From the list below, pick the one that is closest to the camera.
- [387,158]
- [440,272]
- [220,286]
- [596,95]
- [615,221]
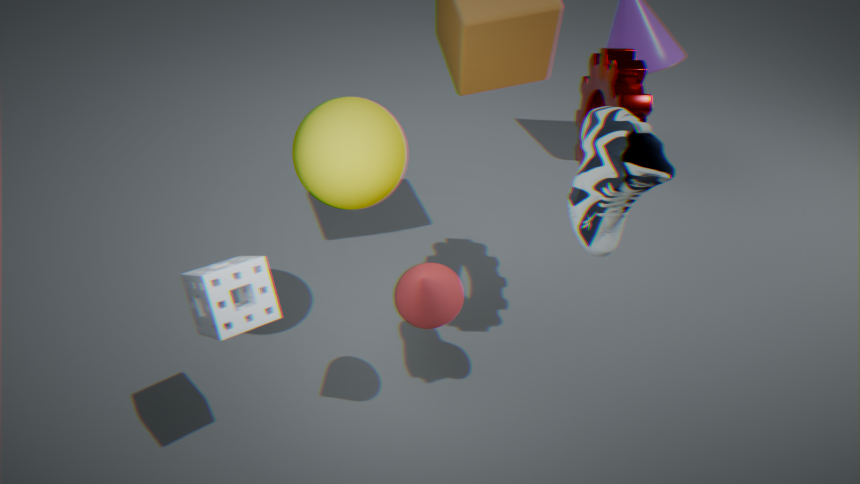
[220,286]
